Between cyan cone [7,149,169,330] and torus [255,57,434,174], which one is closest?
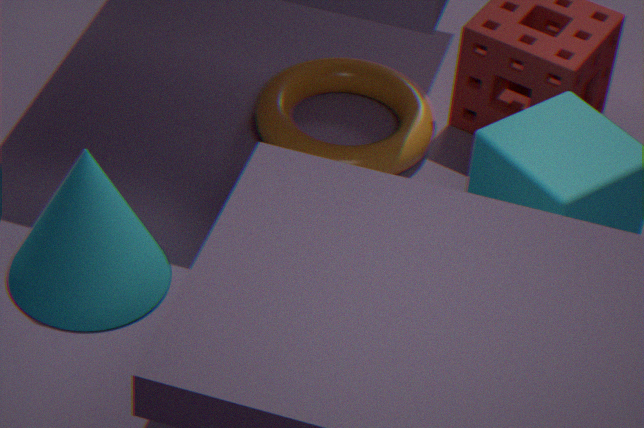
cyan cone [7,149,169,330]
